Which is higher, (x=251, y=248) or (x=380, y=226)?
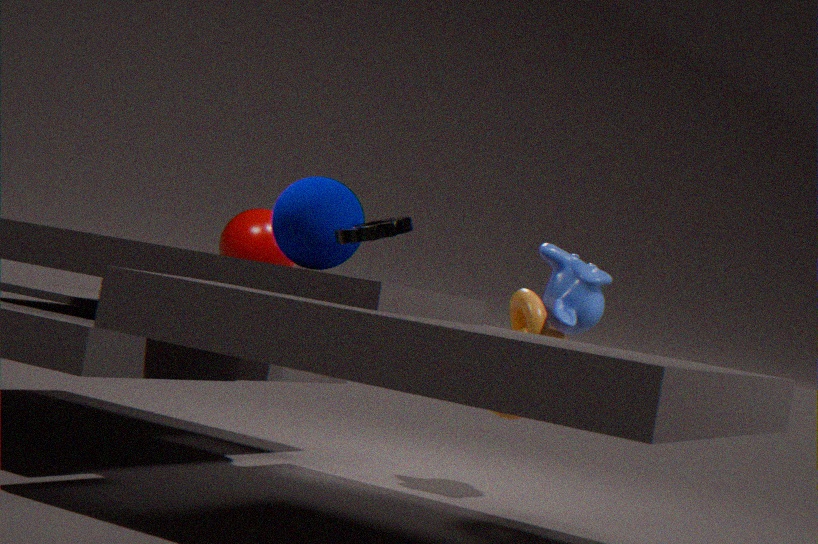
(x=380, y=226)
